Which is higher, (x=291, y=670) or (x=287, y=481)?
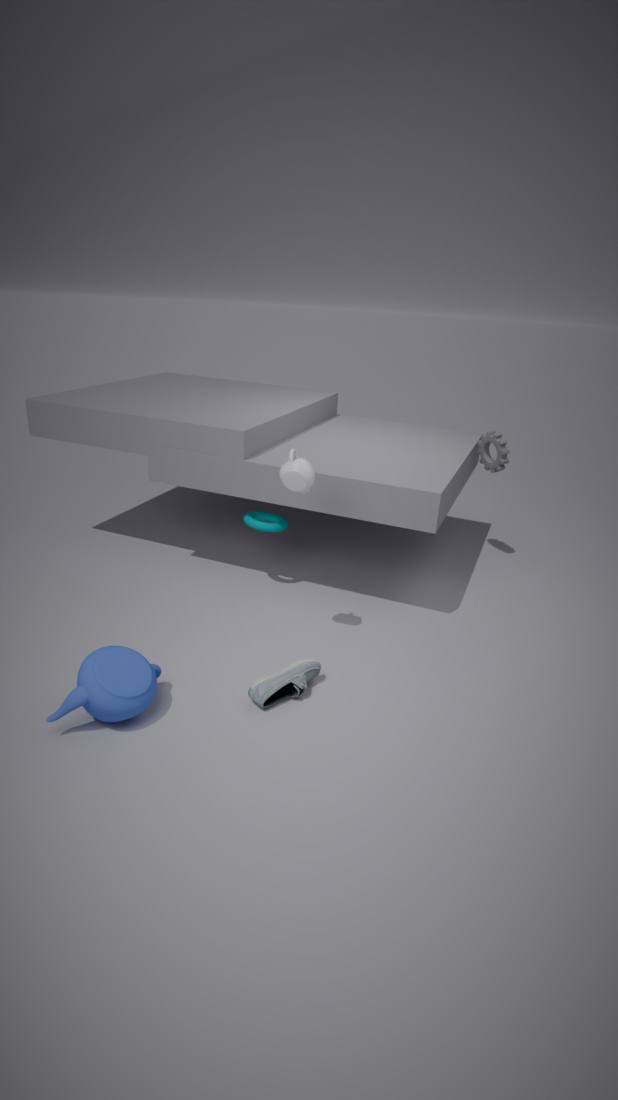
(x=287, y=481)
